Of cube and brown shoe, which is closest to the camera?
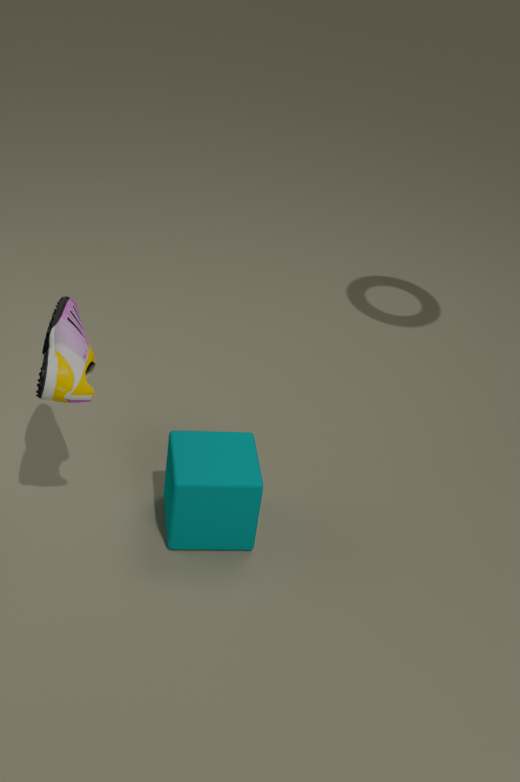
brown shoe
